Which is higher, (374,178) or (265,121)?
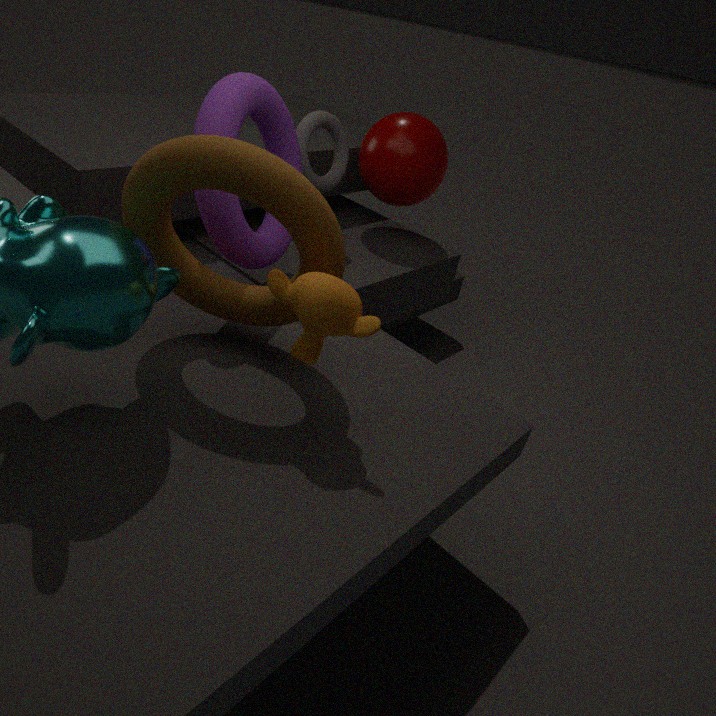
(265,121)
